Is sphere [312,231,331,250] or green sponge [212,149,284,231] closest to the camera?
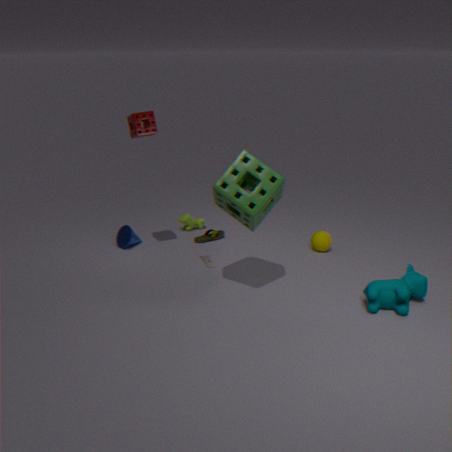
green sponge [212,149,284,231]
